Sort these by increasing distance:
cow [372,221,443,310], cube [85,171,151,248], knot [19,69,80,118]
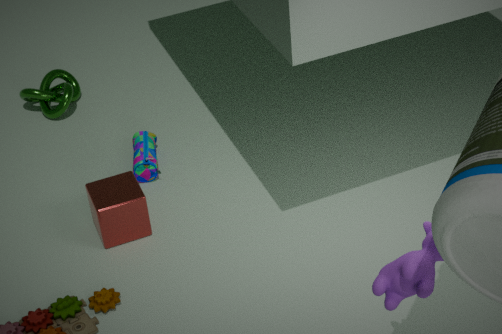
cow [372,221,443,310] → cube [85,171,151,248] → knot [19,69,80,118]
